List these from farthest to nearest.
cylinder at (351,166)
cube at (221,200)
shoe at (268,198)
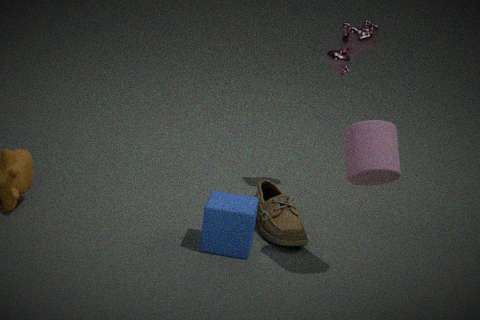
shoe at (268,198)
cube at (221,200)
cylinder at (351,166)
